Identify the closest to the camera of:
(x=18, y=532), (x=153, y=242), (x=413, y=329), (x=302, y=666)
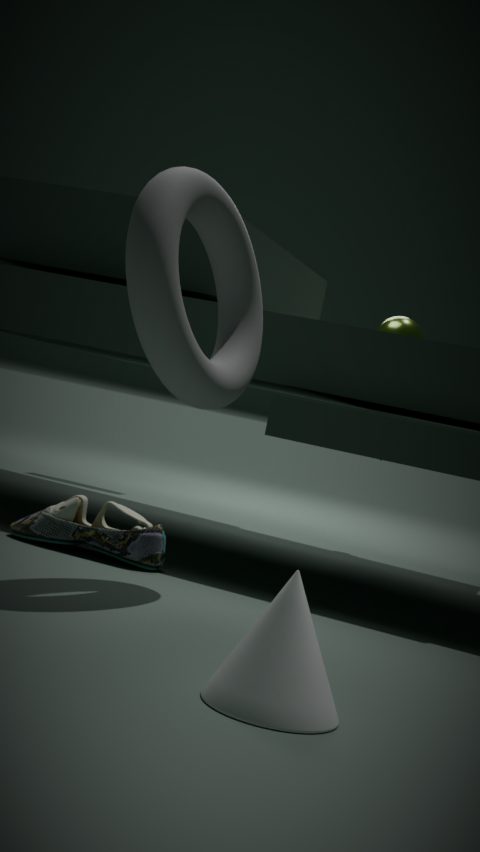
(x=302, y=666)
